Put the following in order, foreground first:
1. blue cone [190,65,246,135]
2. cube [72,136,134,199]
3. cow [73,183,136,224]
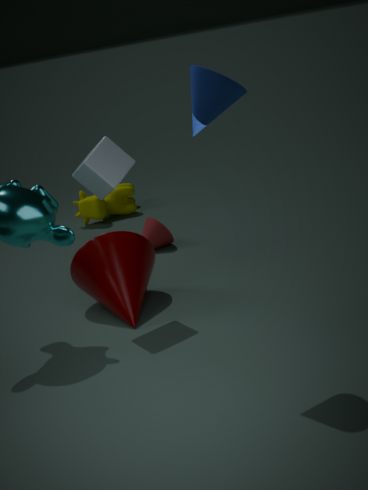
blue cone [190,65,246,135], cube [72,136,134,199], cow [73,183,136,224]
